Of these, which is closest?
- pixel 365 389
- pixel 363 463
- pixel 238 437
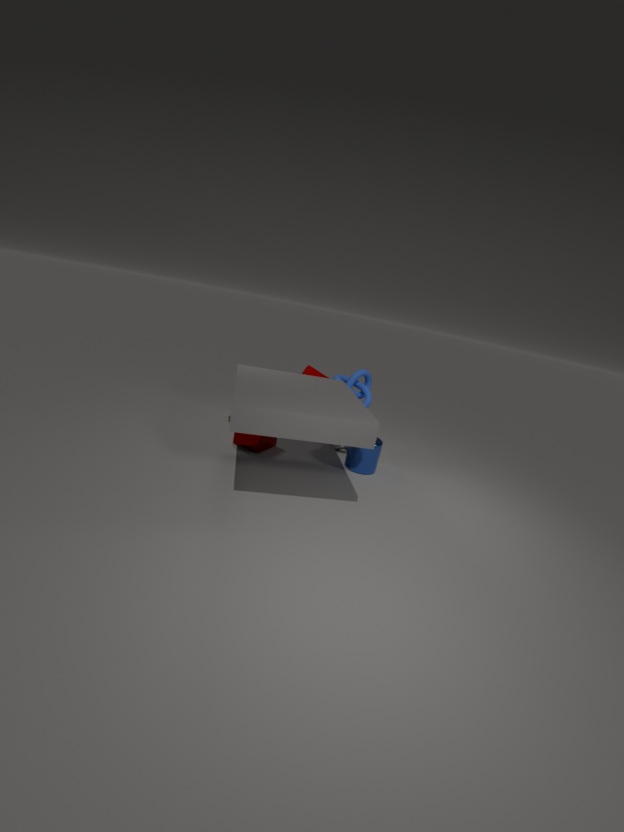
pixel 363 463
